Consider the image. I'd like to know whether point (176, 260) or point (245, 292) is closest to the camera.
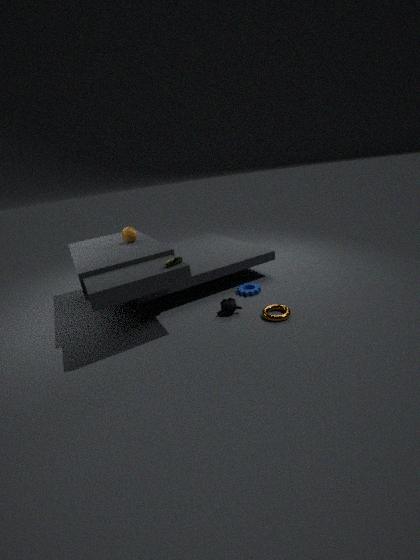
point (176, 260)
